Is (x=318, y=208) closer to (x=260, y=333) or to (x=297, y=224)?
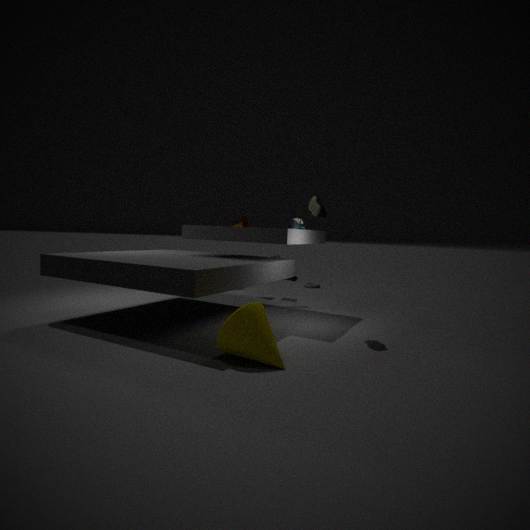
(x=297, y=224)
